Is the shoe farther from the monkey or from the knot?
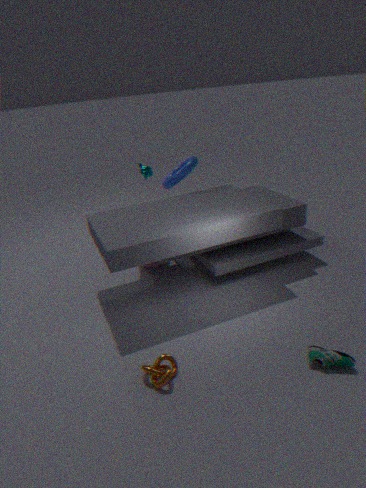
the monkey
